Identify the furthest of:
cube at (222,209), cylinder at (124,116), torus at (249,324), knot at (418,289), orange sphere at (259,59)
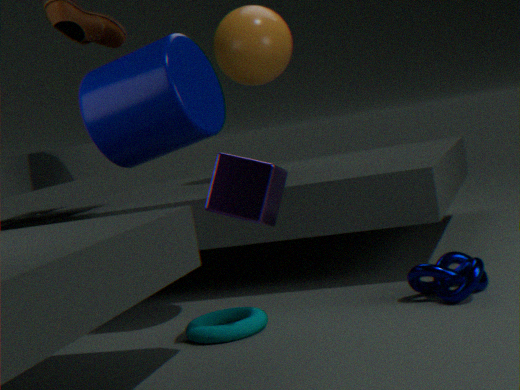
orange sphere at (259,59)
